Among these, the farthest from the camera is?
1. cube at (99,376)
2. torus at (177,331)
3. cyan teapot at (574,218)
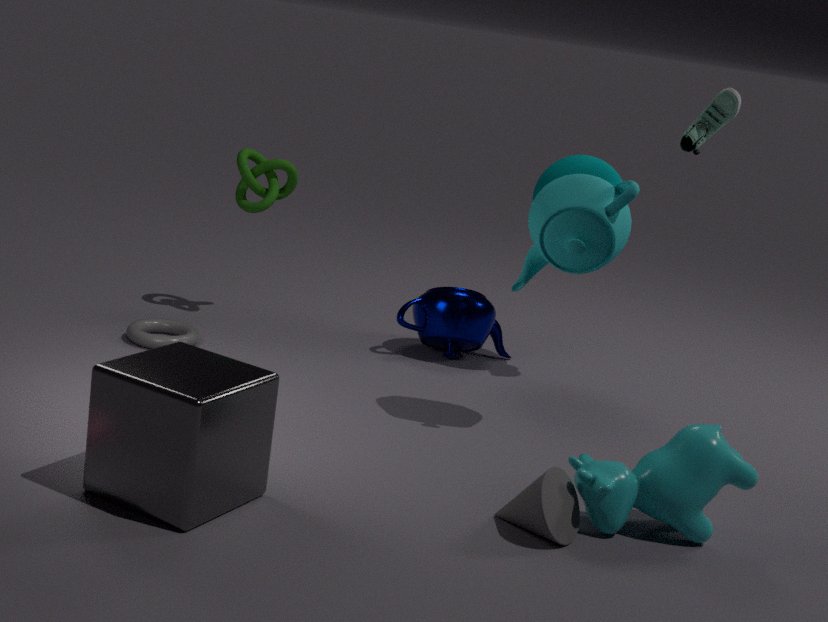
torus at (177,331)
